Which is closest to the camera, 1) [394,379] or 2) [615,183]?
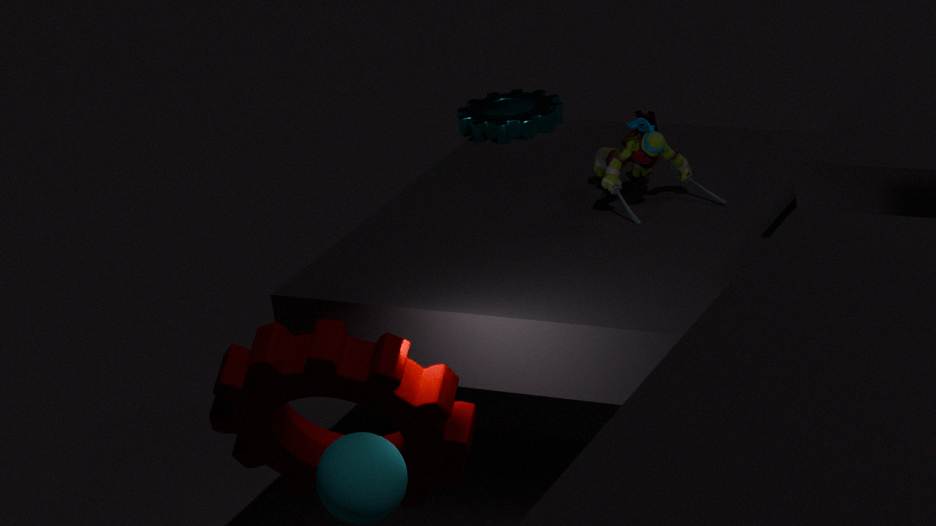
1. [394,379]
